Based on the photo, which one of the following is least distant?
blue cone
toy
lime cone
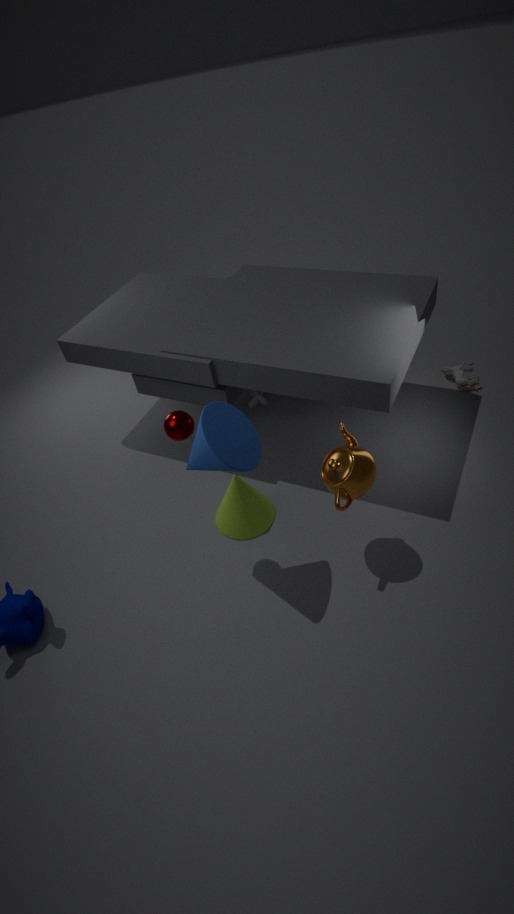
blue cone
